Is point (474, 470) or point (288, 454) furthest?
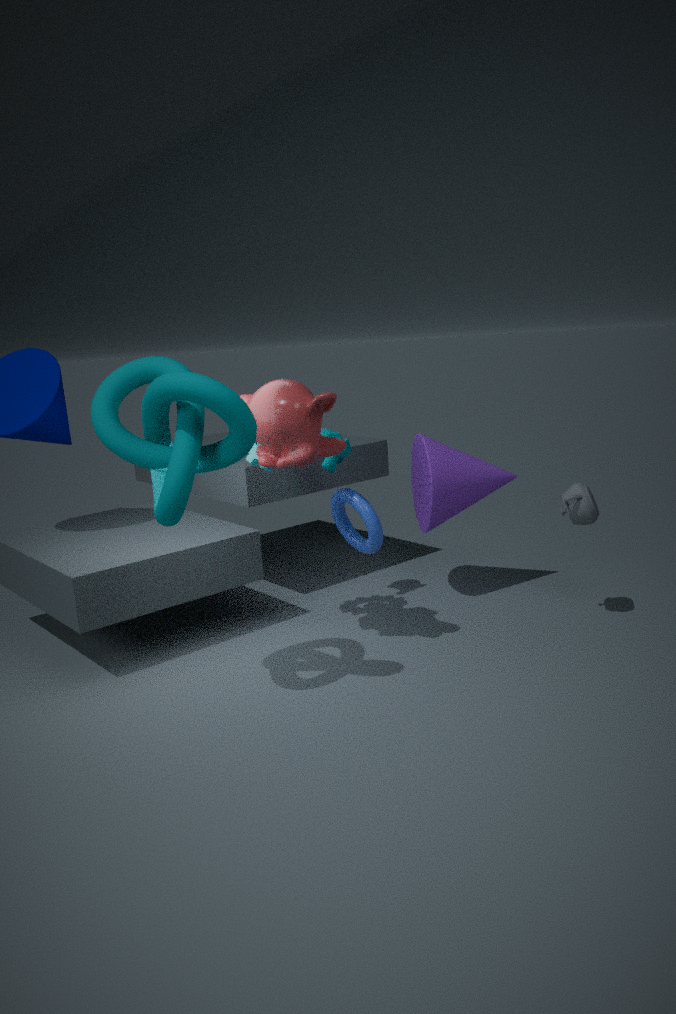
point (474, 470)
